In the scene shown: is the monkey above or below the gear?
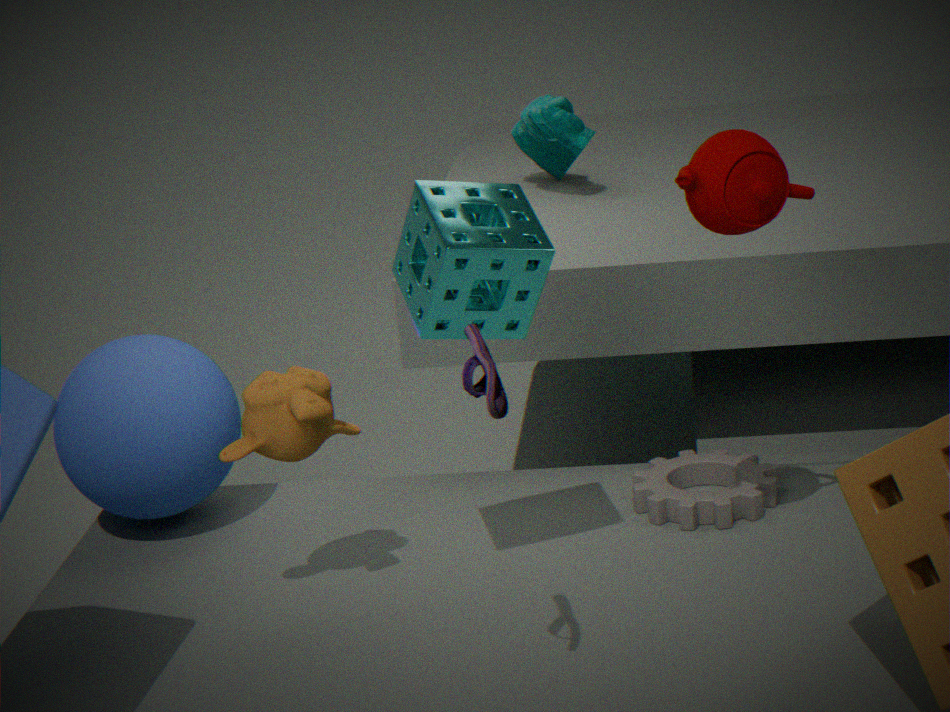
above
